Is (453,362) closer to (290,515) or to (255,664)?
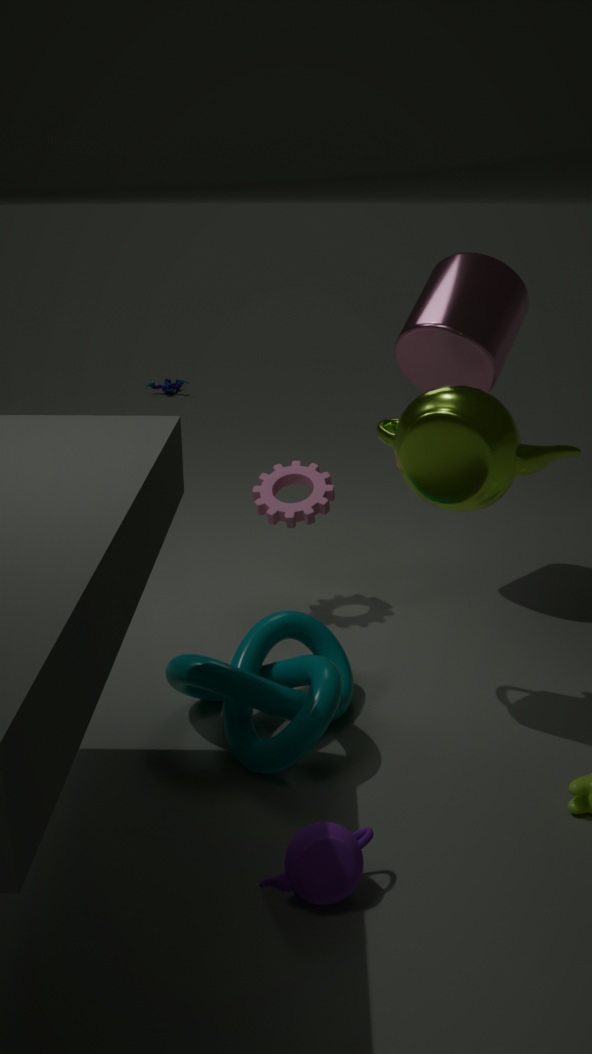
(290,515)
